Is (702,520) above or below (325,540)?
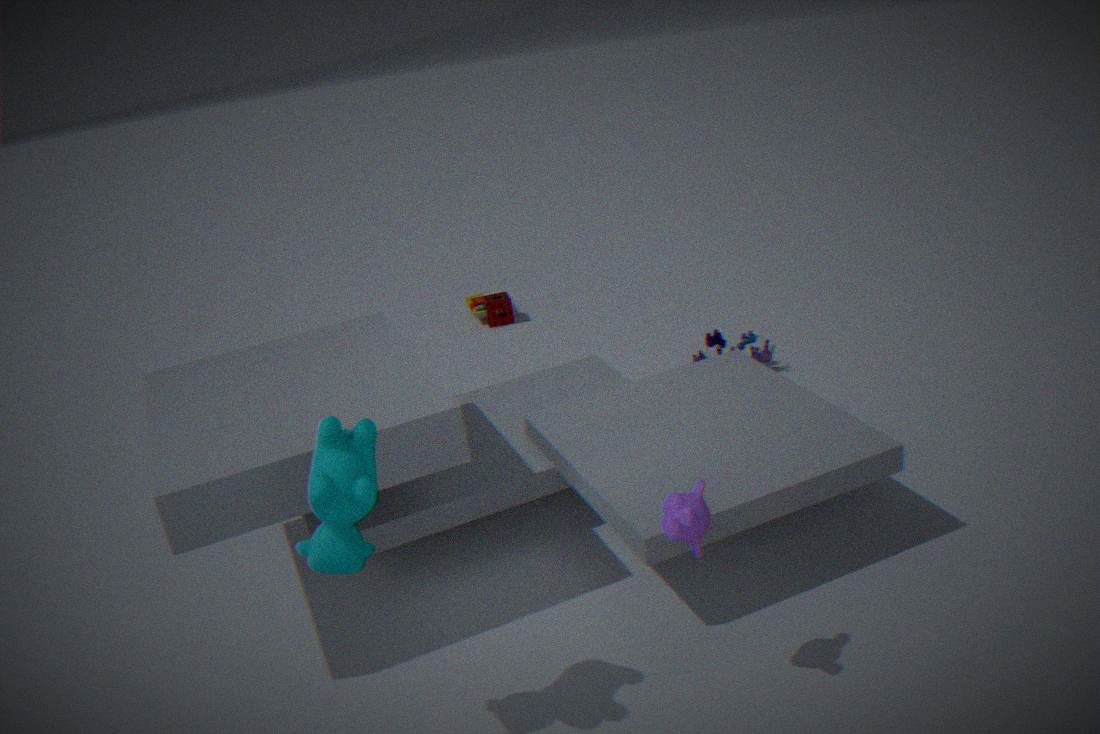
below
